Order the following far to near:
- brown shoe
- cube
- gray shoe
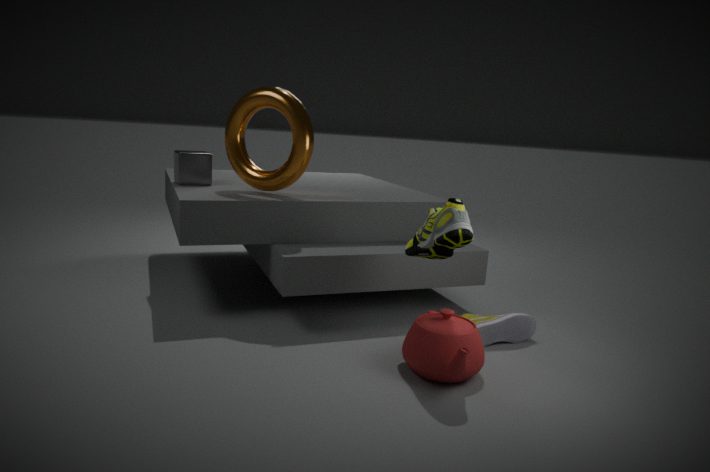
1. cube
2. gray shoe
3. brown shoe
